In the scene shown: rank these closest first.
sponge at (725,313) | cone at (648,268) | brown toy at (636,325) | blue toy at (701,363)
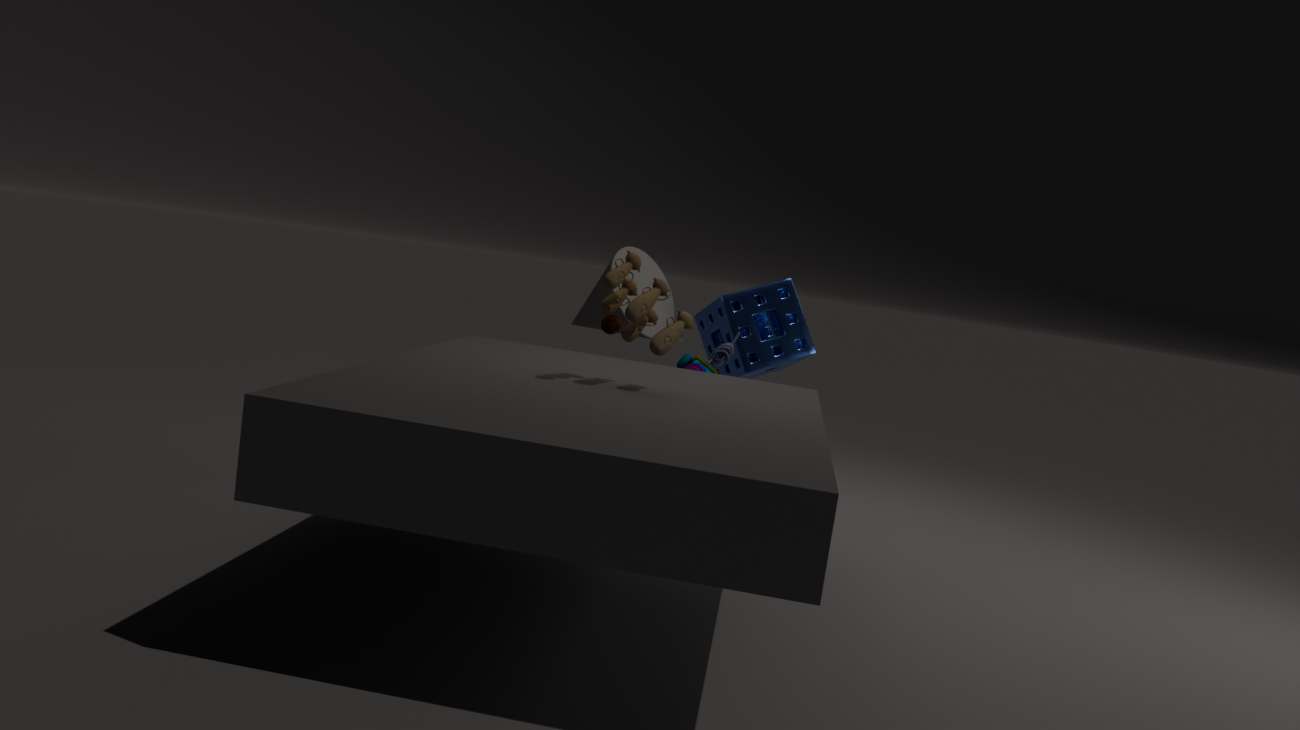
brown toy at (636,325), blue toy at (701,363), cone at (648,268), sponge at (725,313)
